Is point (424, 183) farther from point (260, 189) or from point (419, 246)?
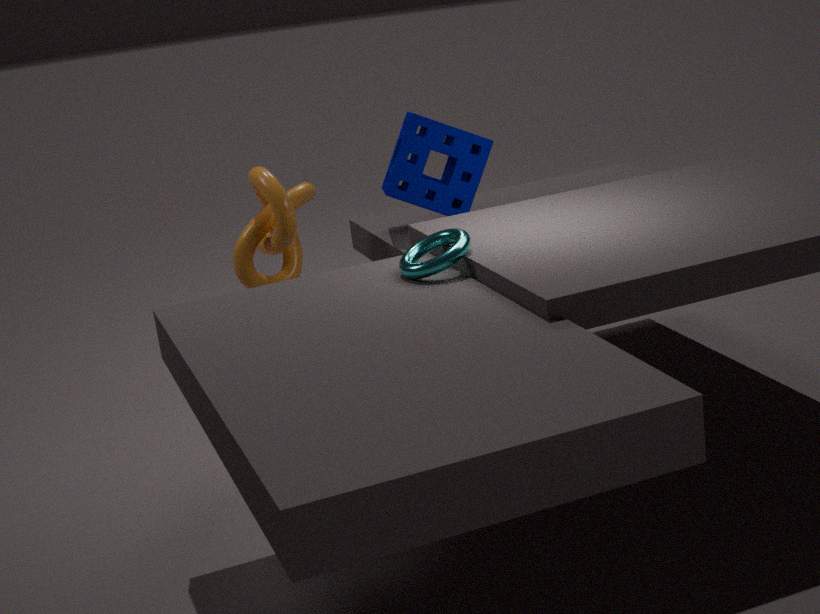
point (419, 246)
